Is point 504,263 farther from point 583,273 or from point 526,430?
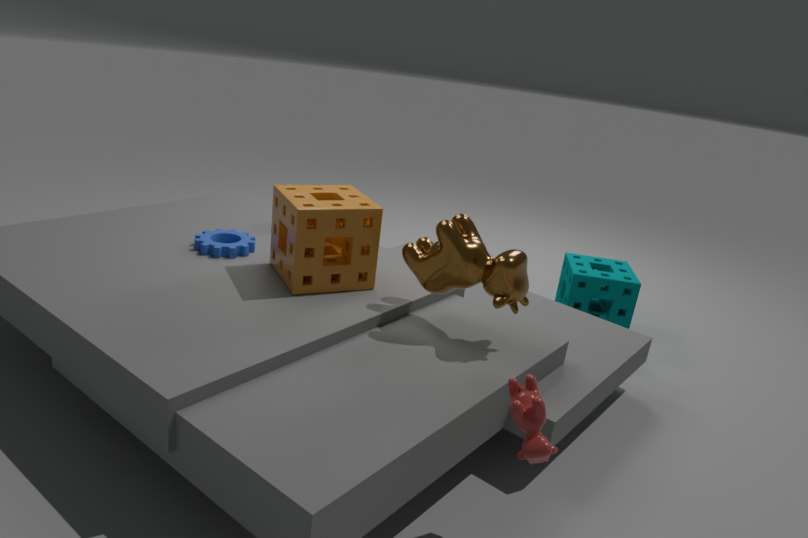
point 583,273
